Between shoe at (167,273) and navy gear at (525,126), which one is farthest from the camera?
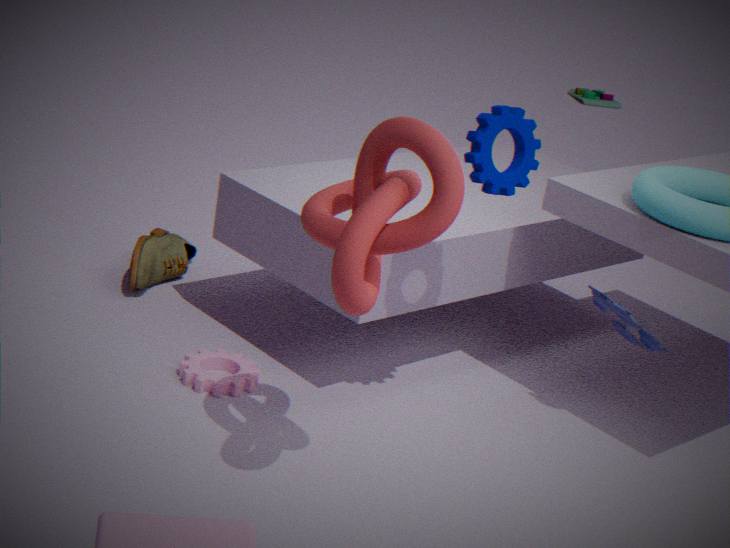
shoe at (167,273)
